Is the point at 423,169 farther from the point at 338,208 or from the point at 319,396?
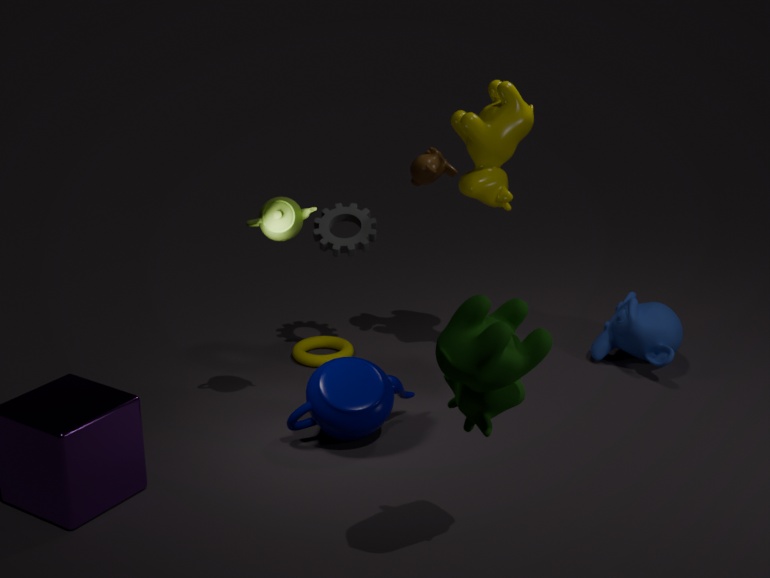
the point at 319,396
